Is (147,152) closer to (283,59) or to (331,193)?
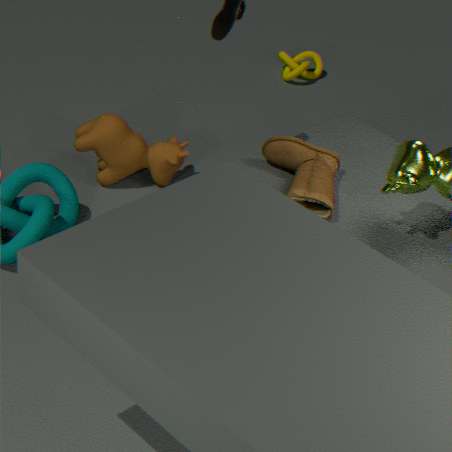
(331,193)
